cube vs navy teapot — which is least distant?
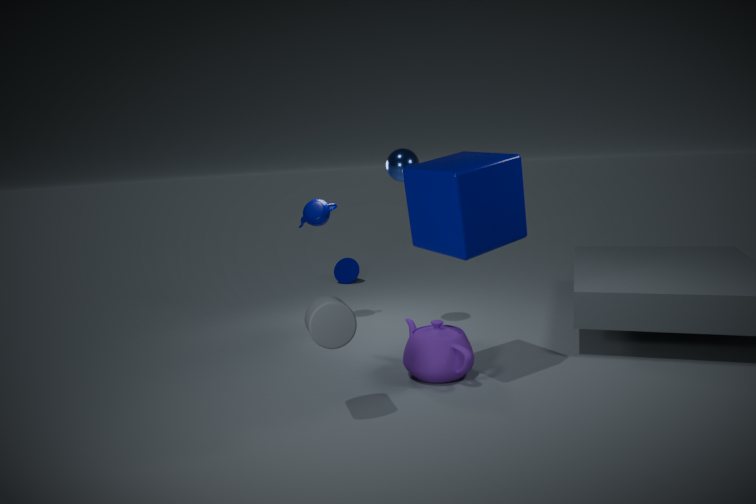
cube
